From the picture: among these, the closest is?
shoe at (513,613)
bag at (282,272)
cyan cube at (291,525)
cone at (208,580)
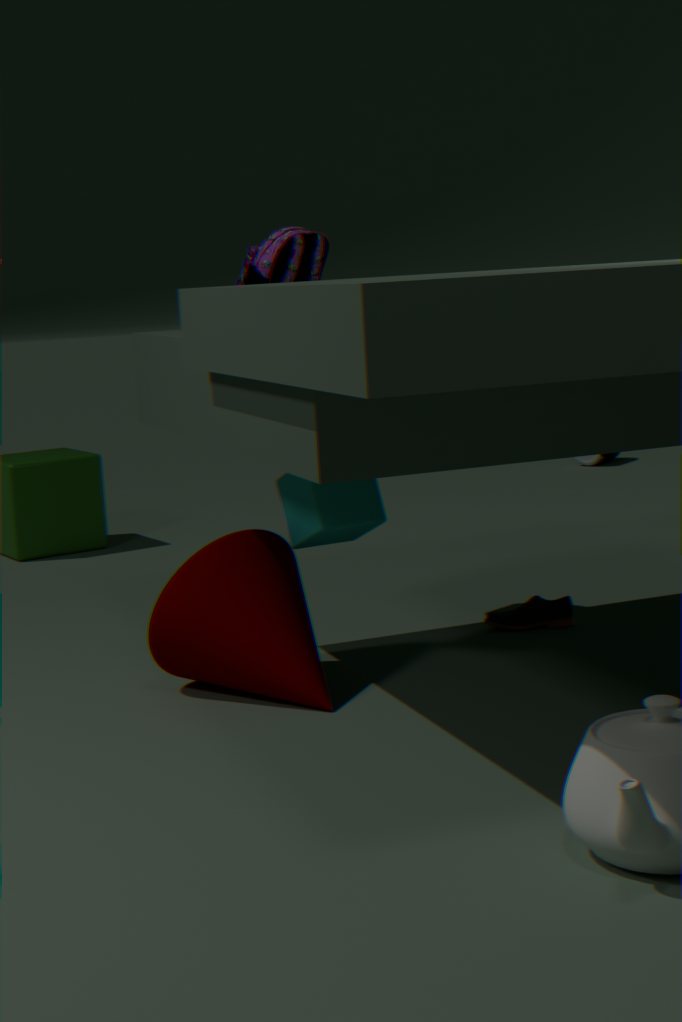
cone at (208,580)
